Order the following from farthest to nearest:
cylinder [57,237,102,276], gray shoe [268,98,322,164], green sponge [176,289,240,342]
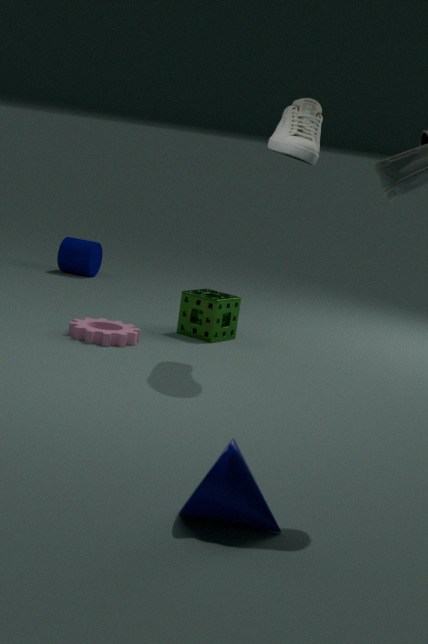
cylinder [57,237,102,276] < green sponge [176,289,240,342] < gray shoe [268,98,322,164]
